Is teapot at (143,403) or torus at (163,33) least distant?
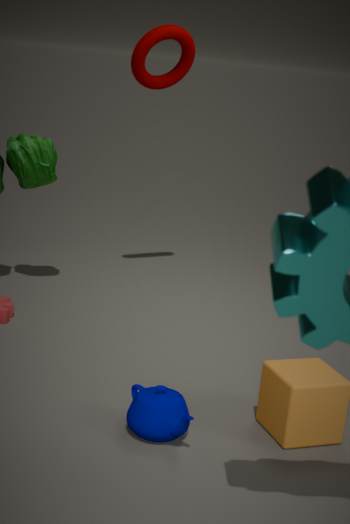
teapot at (143,403)
